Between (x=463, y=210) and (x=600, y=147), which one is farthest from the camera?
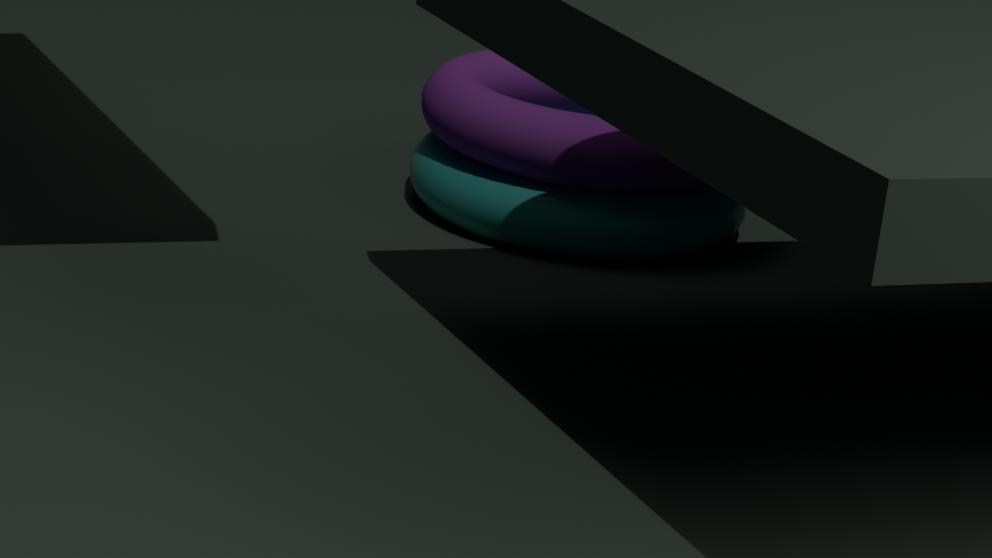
(x=463, y=210)
